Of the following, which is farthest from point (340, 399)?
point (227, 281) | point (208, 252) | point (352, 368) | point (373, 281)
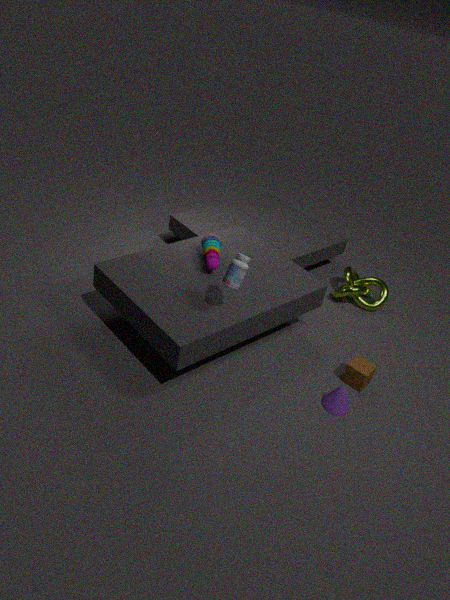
point (373, 281)
